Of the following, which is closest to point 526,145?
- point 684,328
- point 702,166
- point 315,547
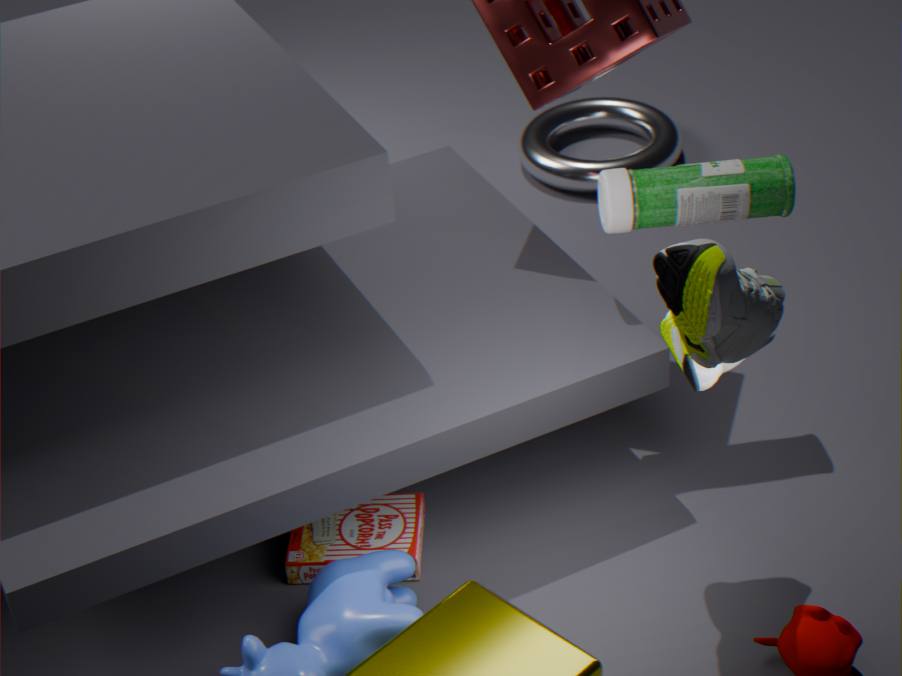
point 702,166
